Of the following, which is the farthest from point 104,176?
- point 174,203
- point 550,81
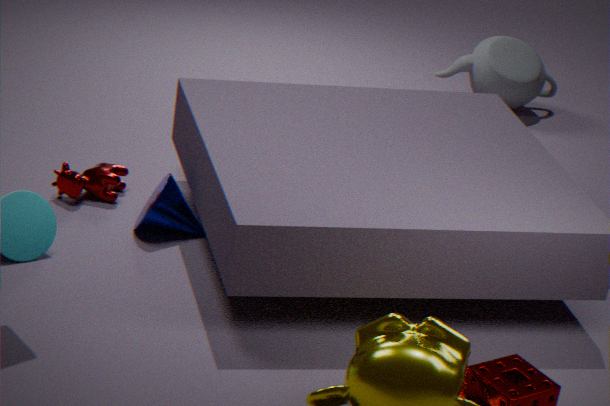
point 550,81
